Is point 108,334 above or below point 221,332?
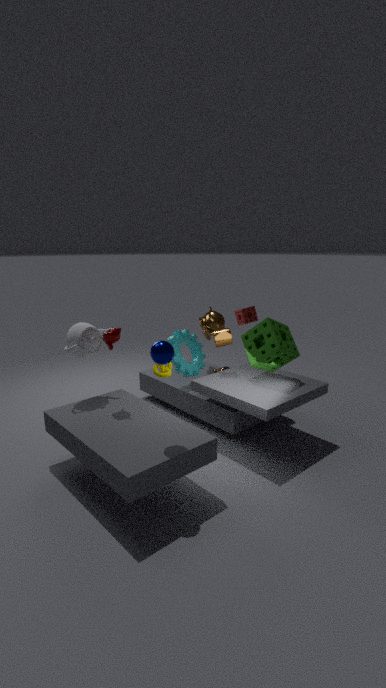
above
